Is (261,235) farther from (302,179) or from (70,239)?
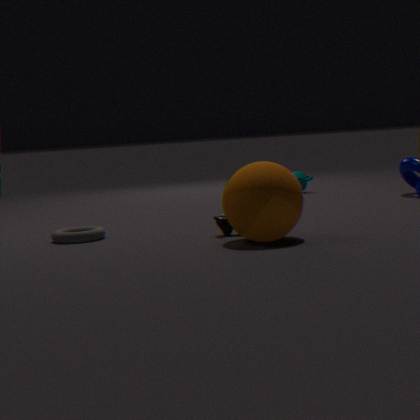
(302,179)
